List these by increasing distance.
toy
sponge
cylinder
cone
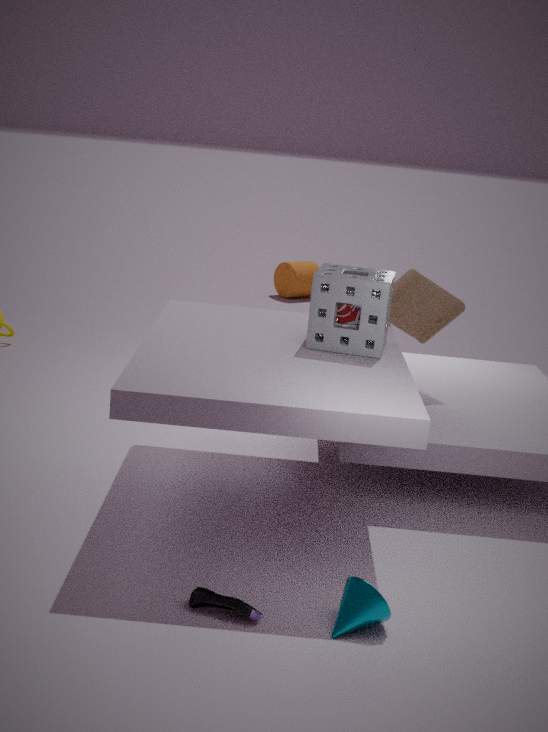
1. cone
2. sponge
3. toy
4. cylinder
